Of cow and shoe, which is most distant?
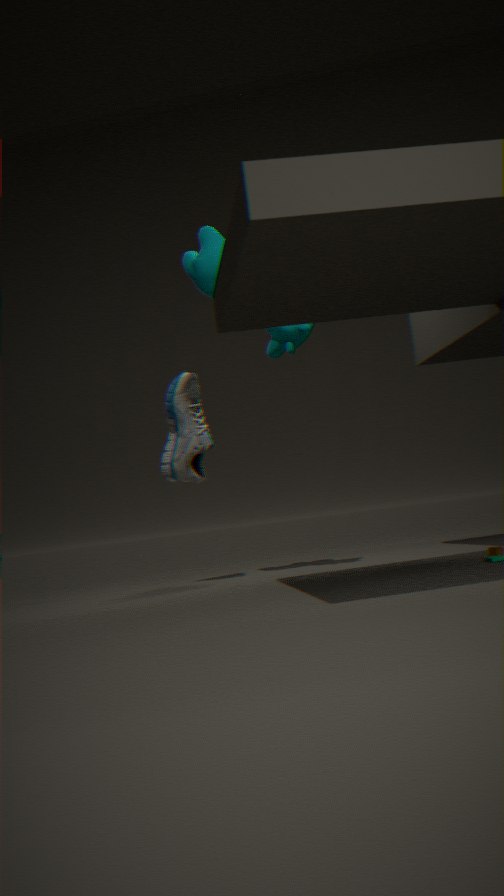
shoe
